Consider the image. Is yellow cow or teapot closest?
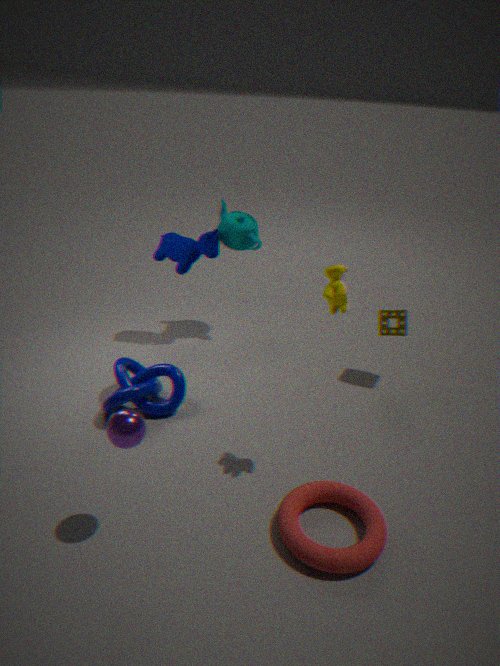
yellow cow
